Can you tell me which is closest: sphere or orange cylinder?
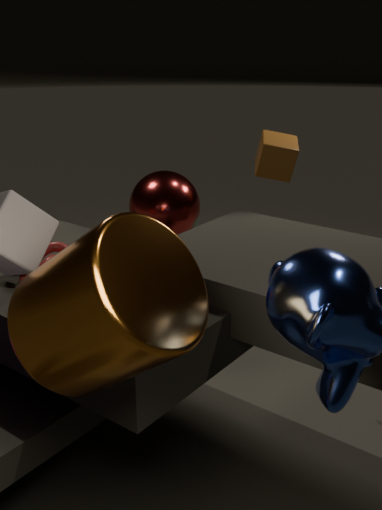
orange cylinder
